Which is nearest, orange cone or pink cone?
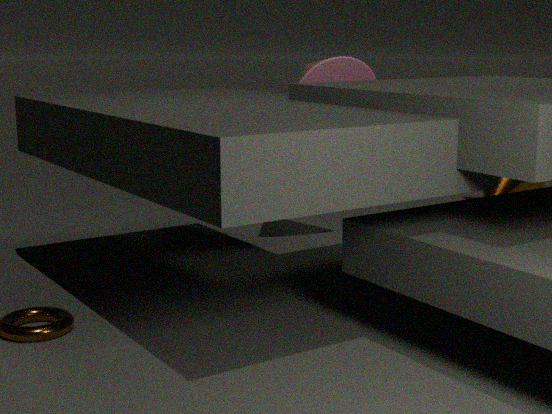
pink cone
